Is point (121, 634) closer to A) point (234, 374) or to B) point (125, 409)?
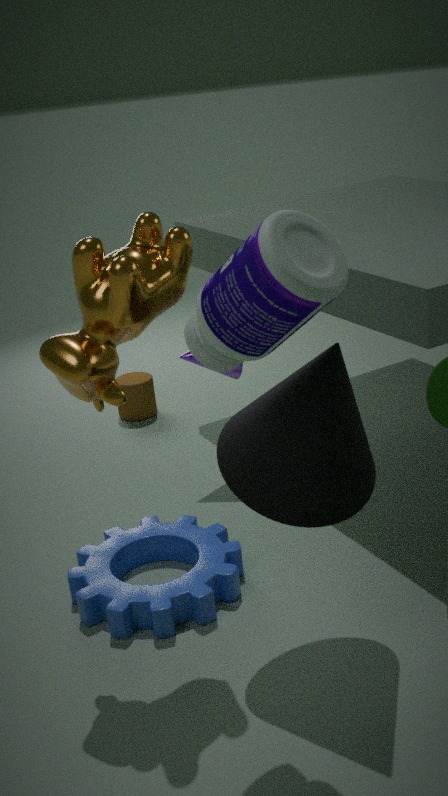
A) point (234, 374)
